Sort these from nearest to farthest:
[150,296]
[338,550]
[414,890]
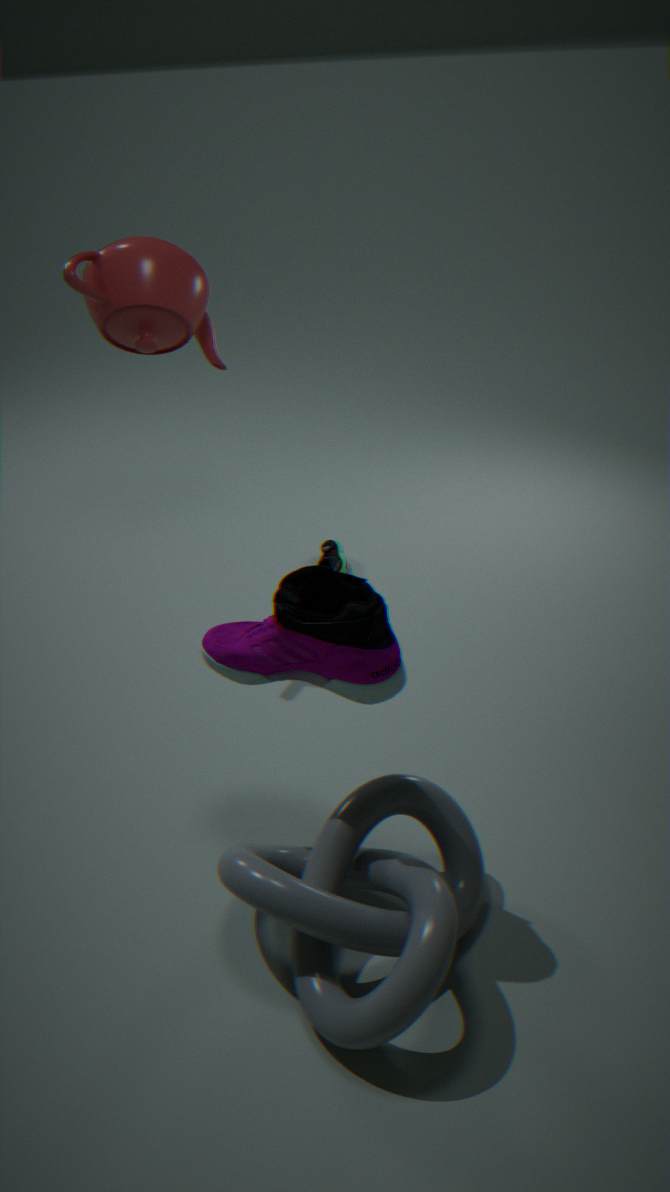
[414,890]
[150,296]
[338,550]
